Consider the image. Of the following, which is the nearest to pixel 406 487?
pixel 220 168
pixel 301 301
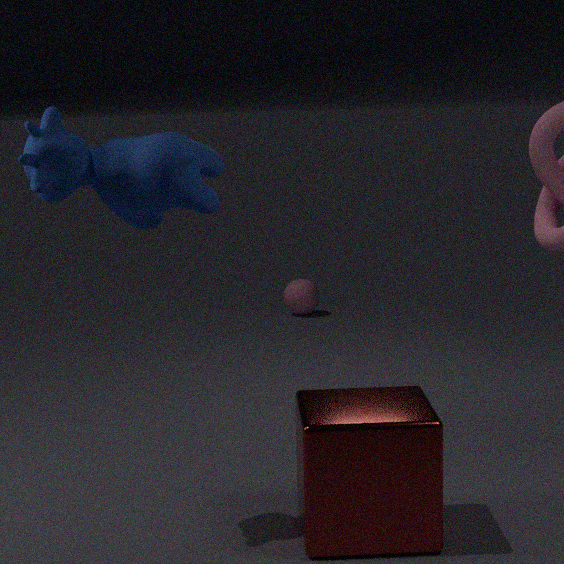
pixel 220 168
